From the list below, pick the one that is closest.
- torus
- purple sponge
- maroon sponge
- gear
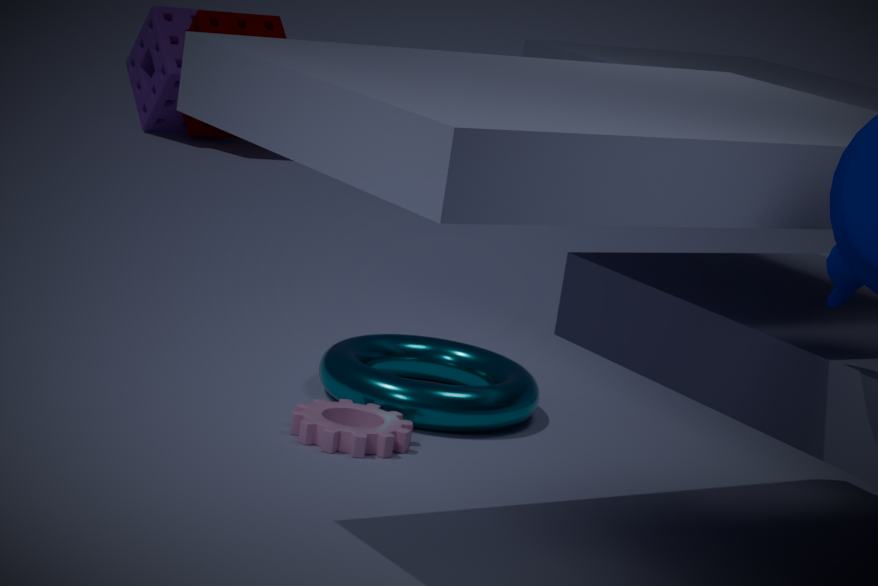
gear
